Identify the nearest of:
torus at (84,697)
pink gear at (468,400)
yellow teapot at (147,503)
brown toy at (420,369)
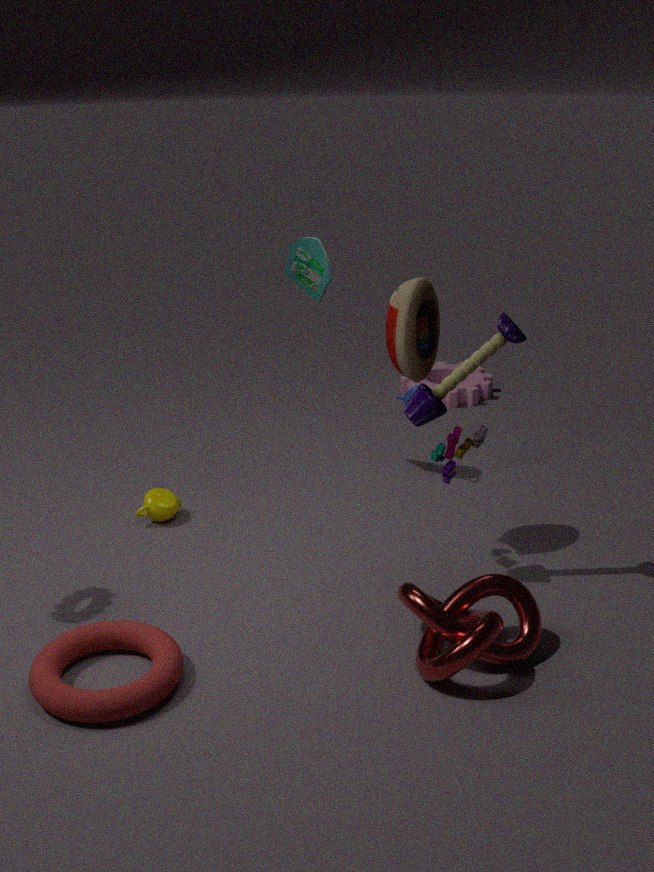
torus at (84,697)
